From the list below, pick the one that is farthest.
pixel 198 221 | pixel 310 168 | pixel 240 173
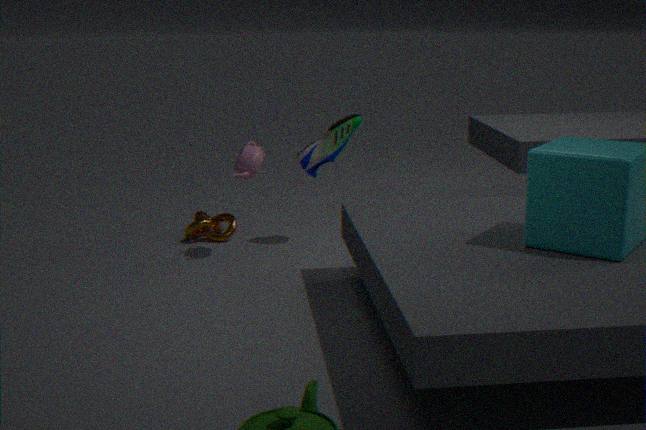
pixel 198 221
